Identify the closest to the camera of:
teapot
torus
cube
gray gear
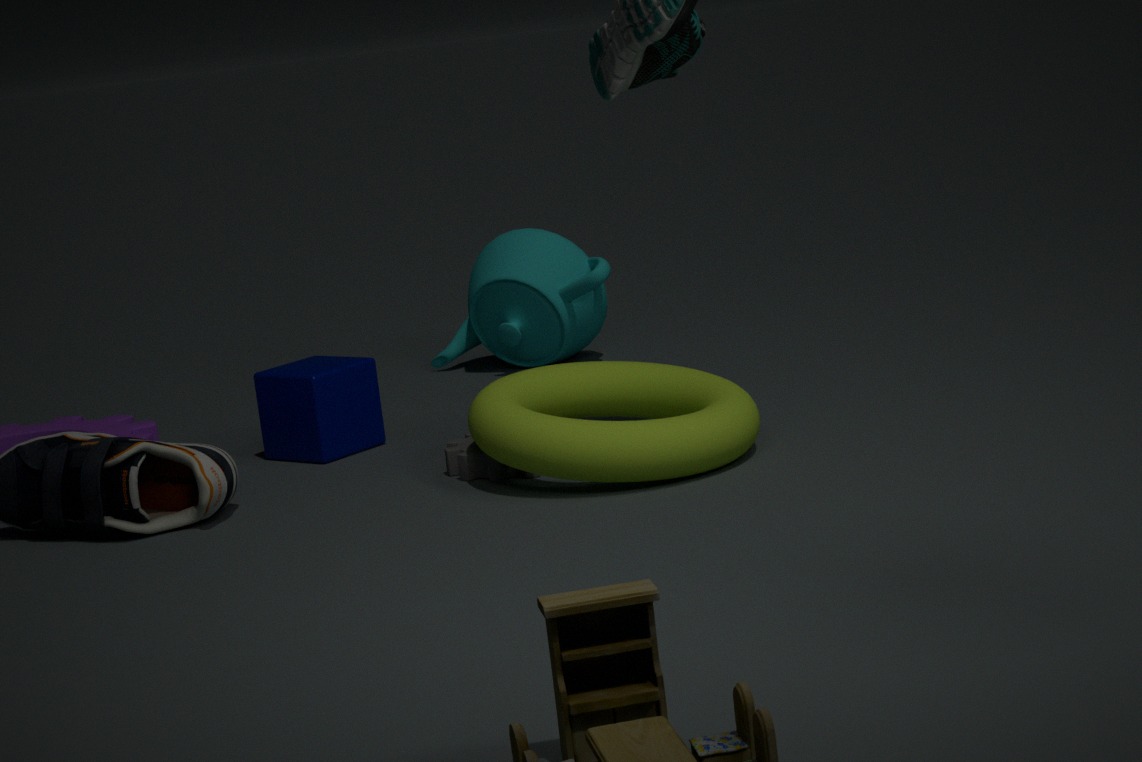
torus
